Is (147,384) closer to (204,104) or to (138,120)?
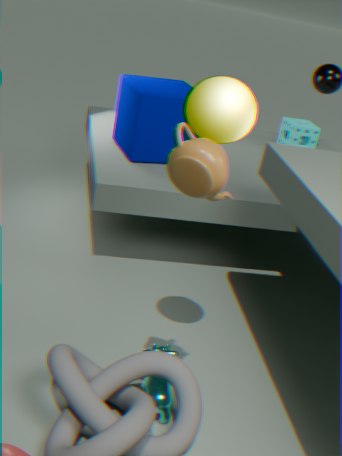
(204,104)
